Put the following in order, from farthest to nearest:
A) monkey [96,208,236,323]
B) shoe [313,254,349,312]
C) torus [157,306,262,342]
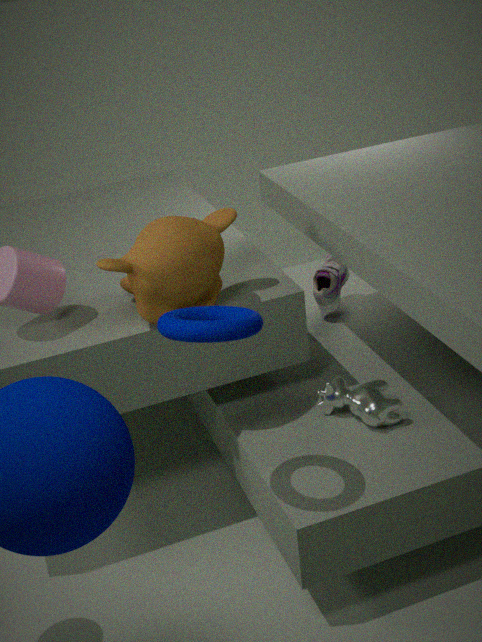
shoe [313,254,349,312], monkey [96,208,236,323], torus [157,306,262,342]
